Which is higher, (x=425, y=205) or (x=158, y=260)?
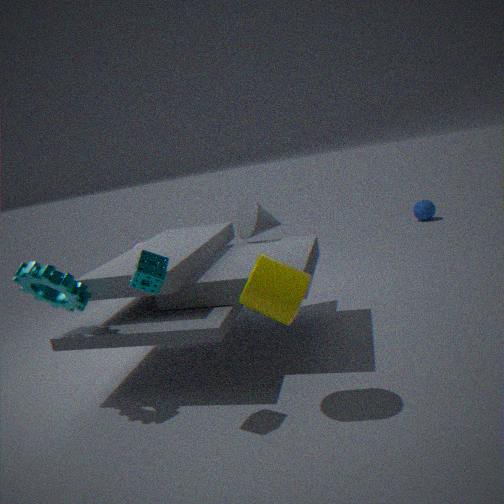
(x=158, y=260)
